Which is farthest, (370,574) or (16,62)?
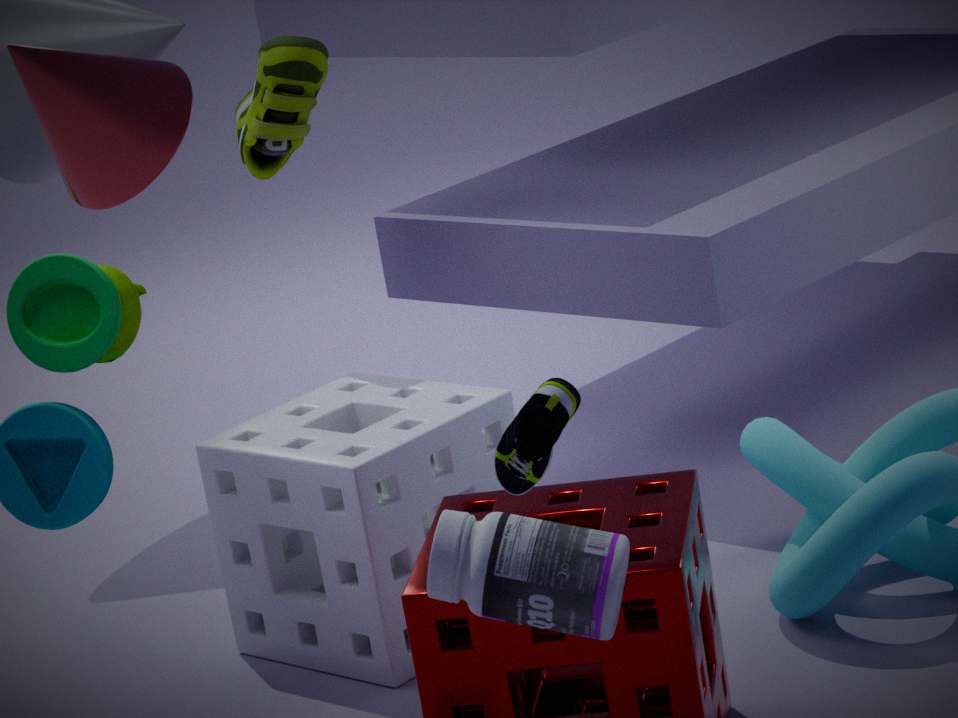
(370,574)
